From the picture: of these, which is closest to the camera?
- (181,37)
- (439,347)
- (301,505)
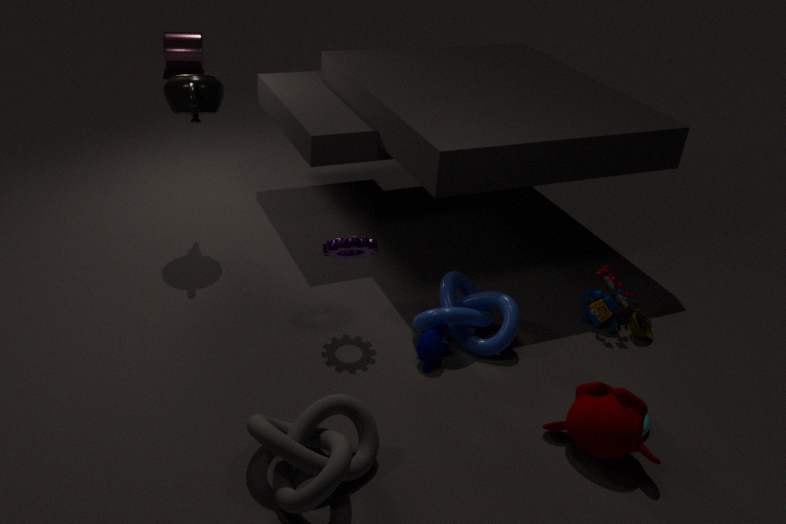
(301,505)
